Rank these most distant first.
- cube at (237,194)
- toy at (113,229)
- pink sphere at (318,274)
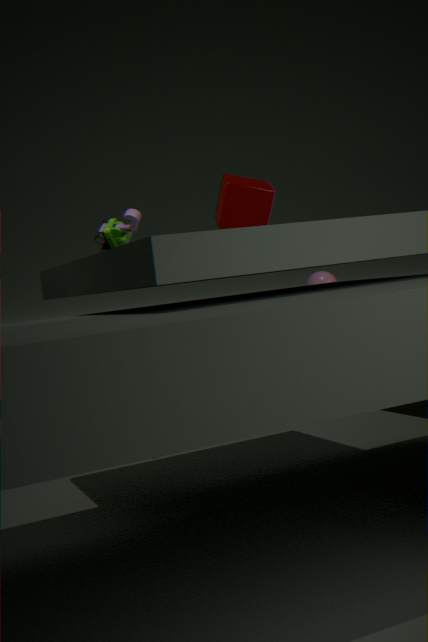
pink sphere at (318,274), toy at (113,229), cube at (237,194)
